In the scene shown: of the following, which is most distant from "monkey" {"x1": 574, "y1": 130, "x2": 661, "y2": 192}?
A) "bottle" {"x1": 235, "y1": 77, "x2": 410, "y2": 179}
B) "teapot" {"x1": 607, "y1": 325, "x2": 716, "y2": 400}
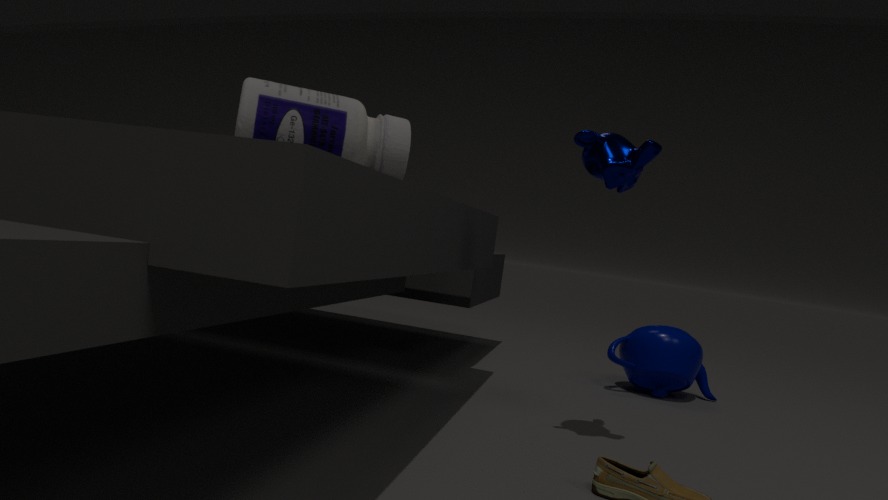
"teapot" {"x1": 607, "y1": 325, "x2": 716, "y2": 400}
